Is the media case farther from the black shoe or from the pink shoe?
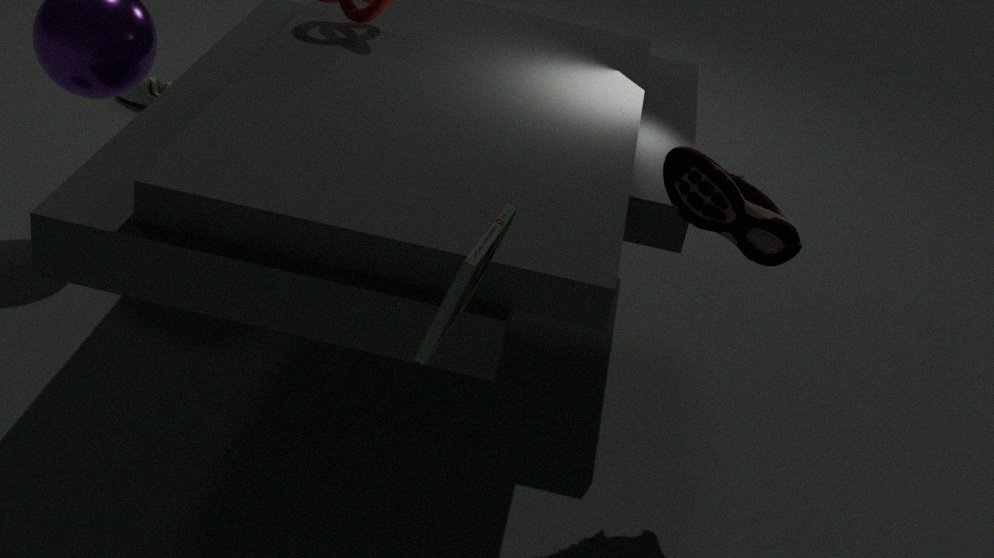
the black shoe
